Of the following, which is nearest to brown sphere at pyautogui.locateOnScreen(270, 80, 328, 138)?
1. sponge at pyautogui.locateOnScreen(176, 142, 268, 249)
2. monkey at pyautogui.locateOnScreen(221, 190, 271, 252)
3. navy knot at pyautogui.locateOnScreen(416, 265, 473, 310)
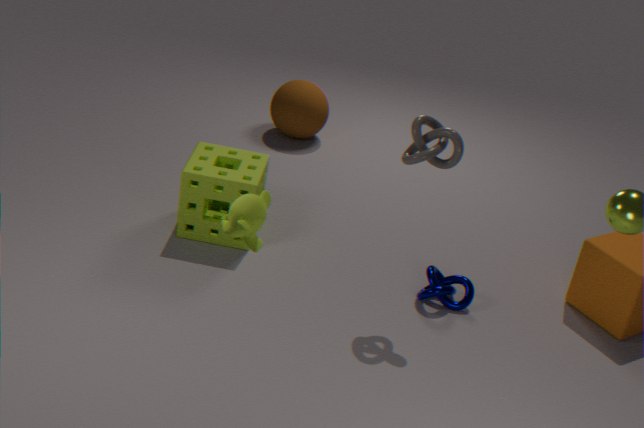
sponge at pyautogui.locateOnScreen(176, 142, 268, 249)
